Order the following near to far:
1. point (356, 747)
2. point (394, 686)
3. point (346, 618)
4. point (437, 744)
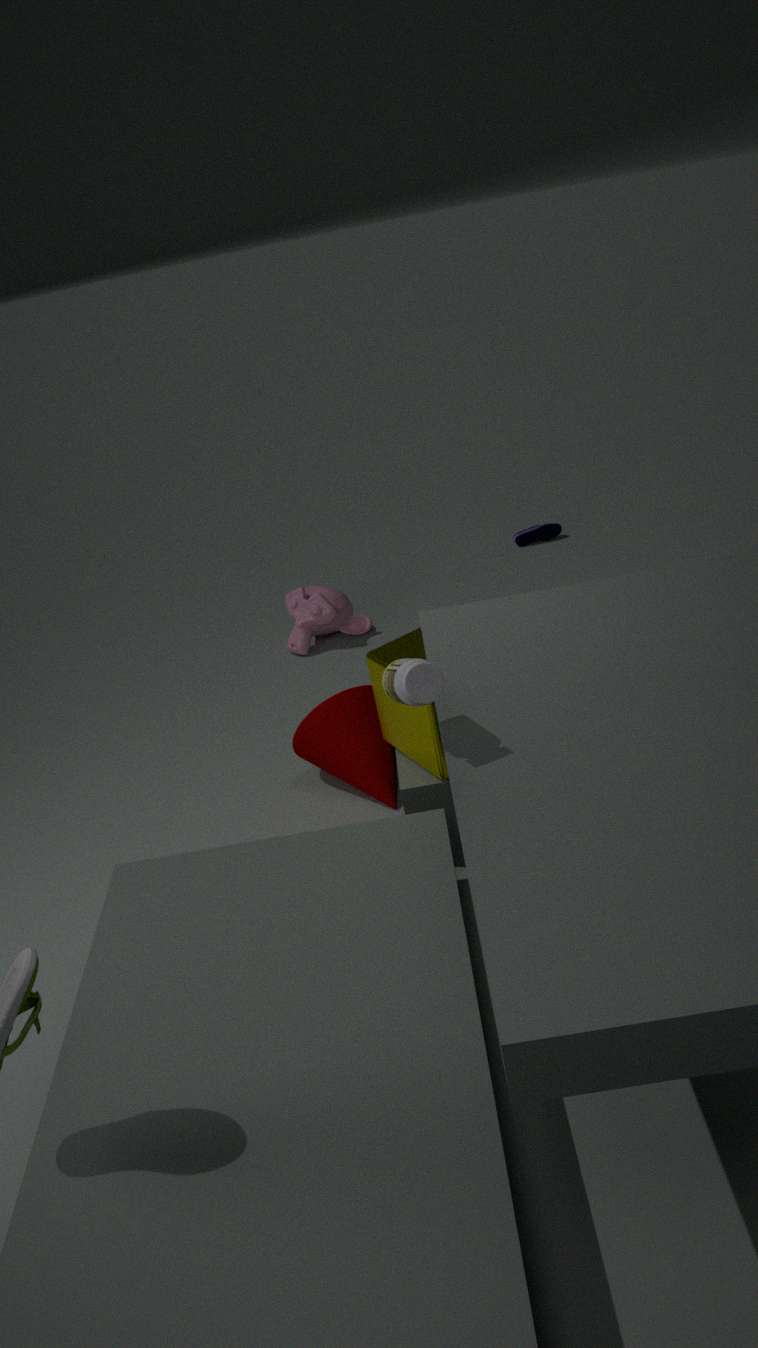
point (394, 686), point (437, 744), point (356, 747), point (346, 618)
